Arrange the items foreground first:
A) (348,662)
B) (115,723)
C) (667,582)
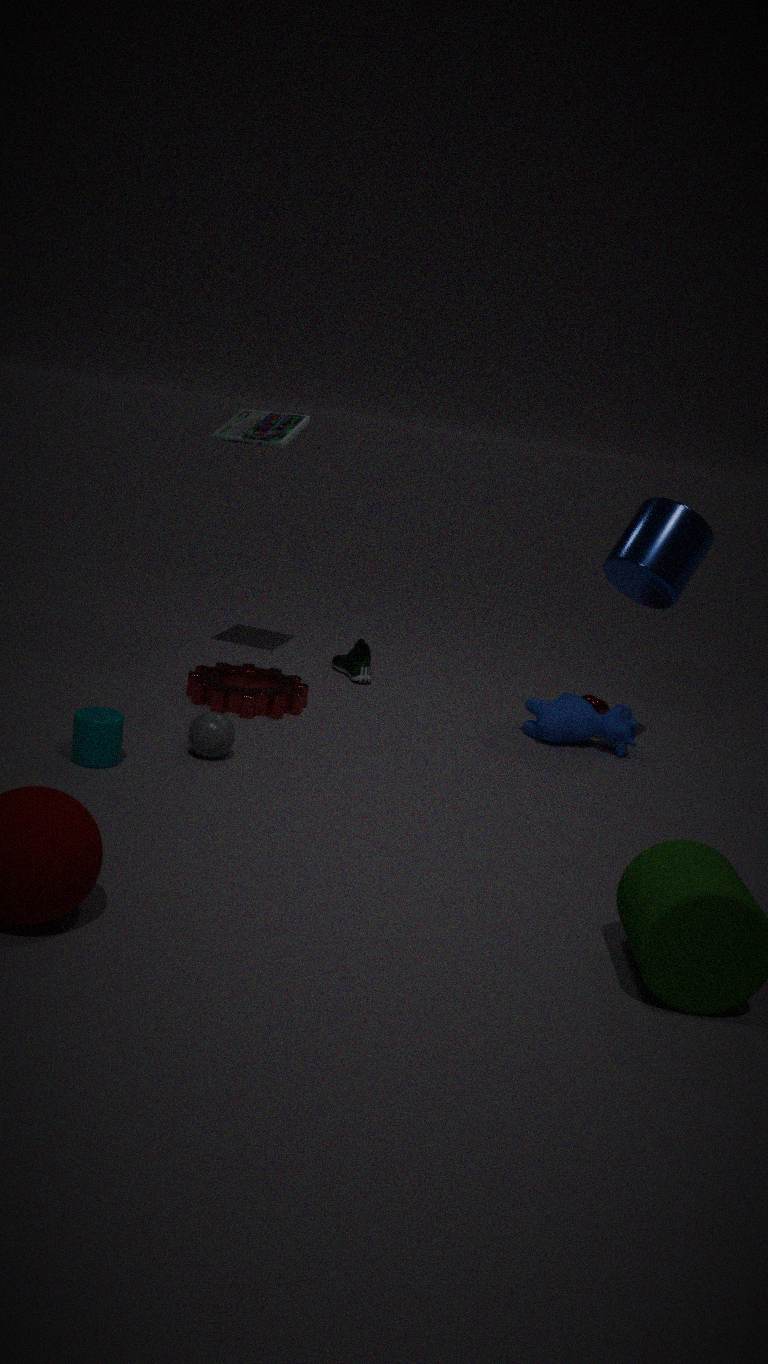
1. (115,723)
2. (667,582)
3. (348,662)
